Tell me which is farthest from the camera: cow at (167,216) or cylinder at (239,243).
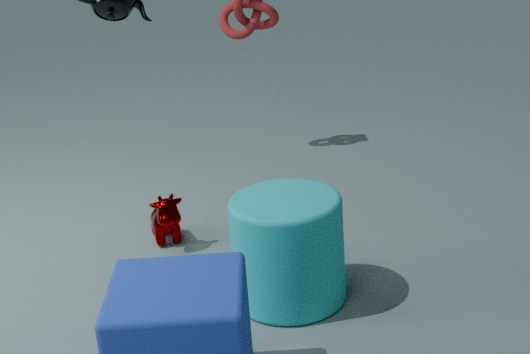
cow at (167,216)
